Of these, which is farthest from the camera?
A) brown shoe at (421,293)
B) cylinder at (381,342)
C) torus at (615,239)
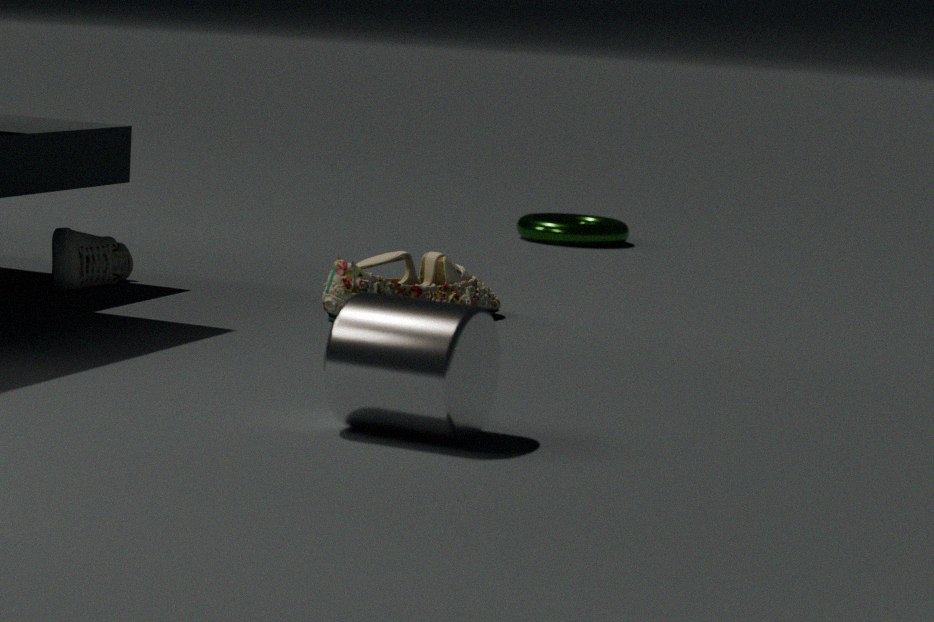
torus at (615,239)
